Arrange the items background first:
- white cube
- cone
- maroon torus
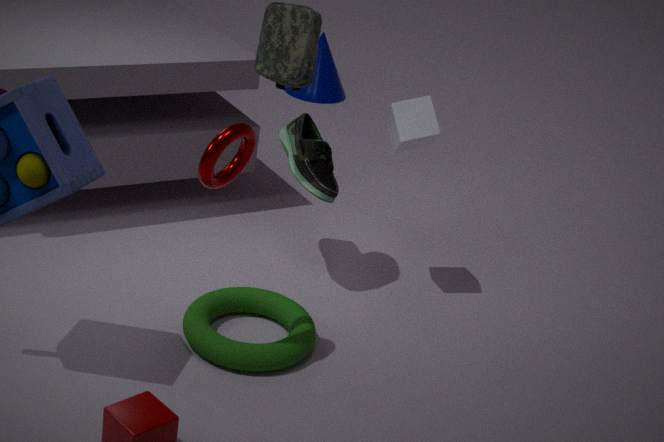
1. cone
2. white cube
3. maroon torus
